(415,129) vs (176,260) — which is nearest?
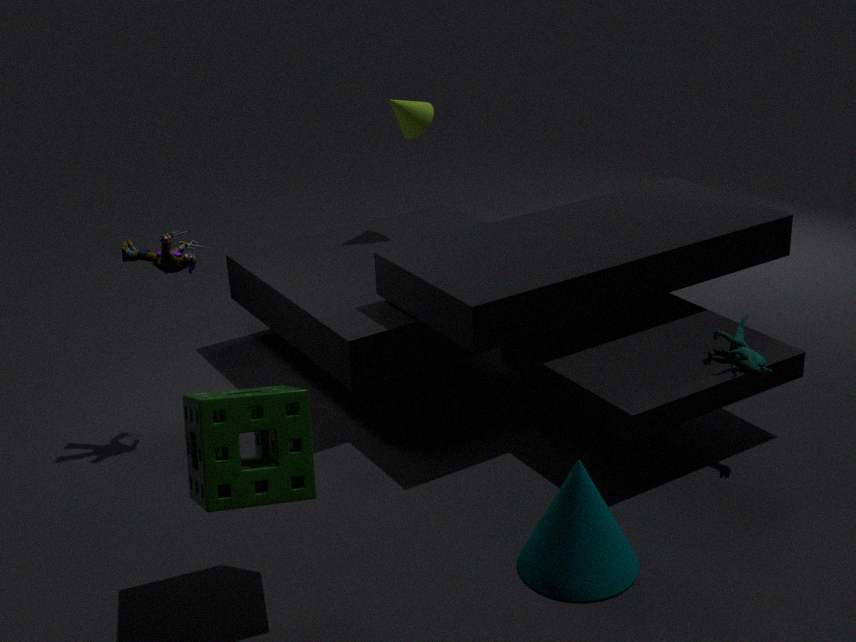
(176,260)
